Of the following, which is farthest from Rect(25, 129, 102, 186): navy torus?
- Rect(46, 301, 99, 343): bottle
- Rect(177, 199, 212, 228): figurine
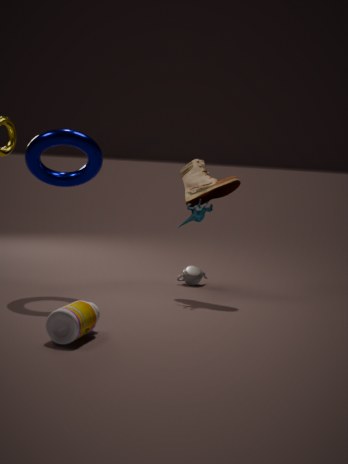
Rect(46, 301, 99, 343): bottle
